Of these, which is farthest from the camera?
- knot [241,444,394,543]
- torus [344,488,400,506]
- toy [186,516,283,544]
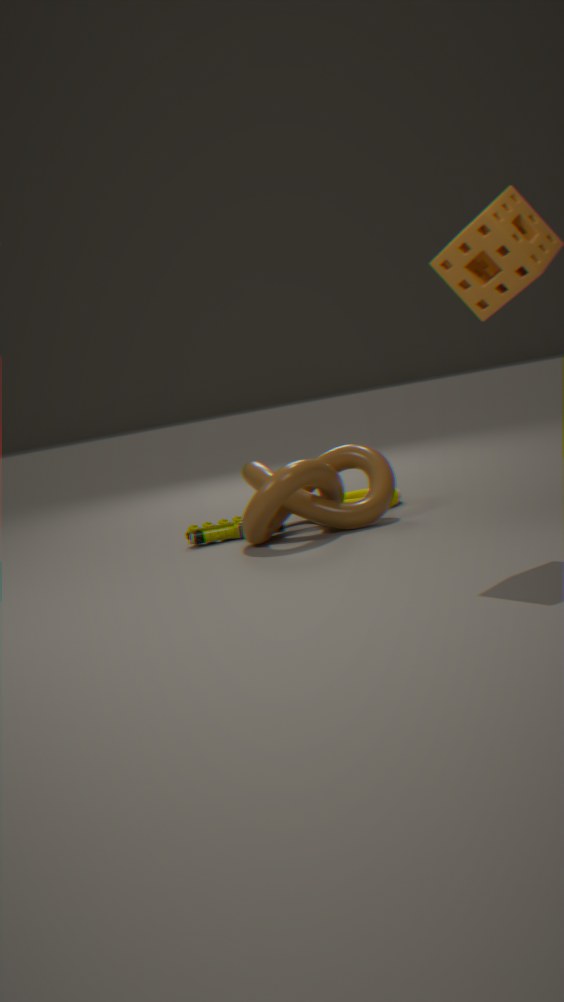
torus [344,488,400,506]
